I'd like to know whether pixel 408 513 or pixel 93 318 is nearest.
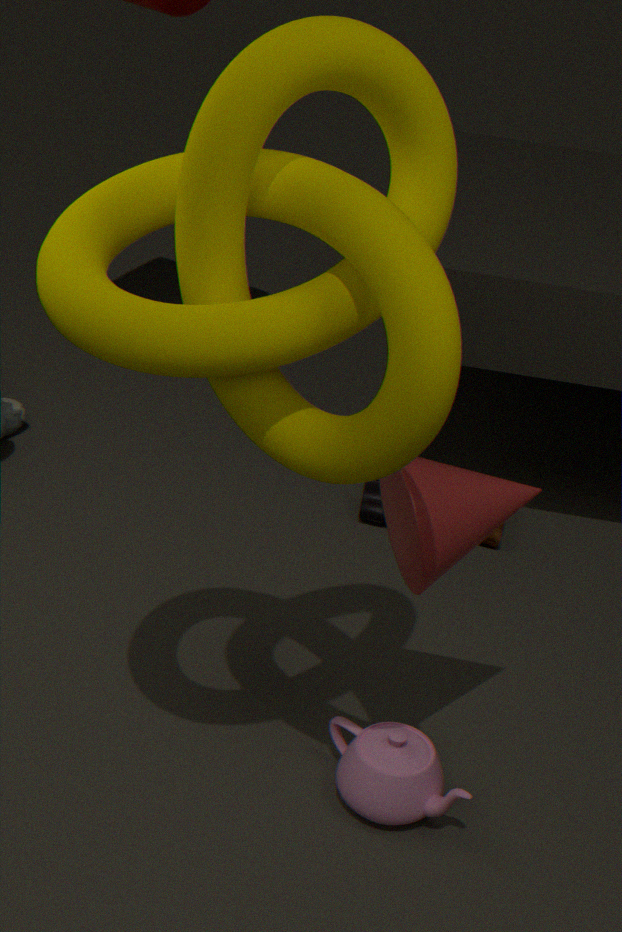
pixel 93 318
